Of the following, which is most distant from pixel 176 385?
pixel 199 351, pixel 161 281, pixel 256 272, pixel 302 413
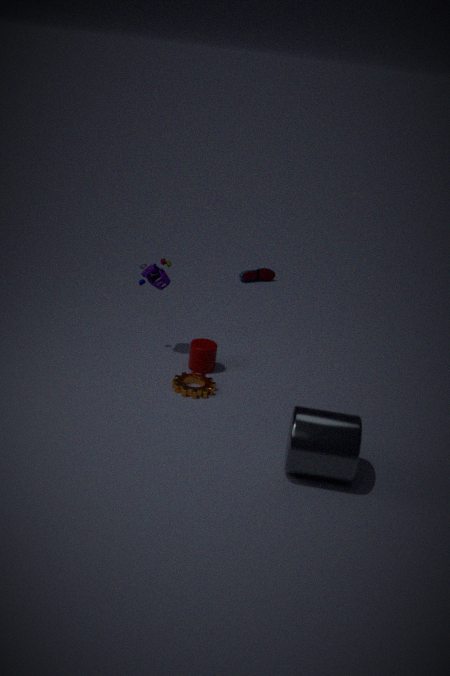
pixel 256 272
